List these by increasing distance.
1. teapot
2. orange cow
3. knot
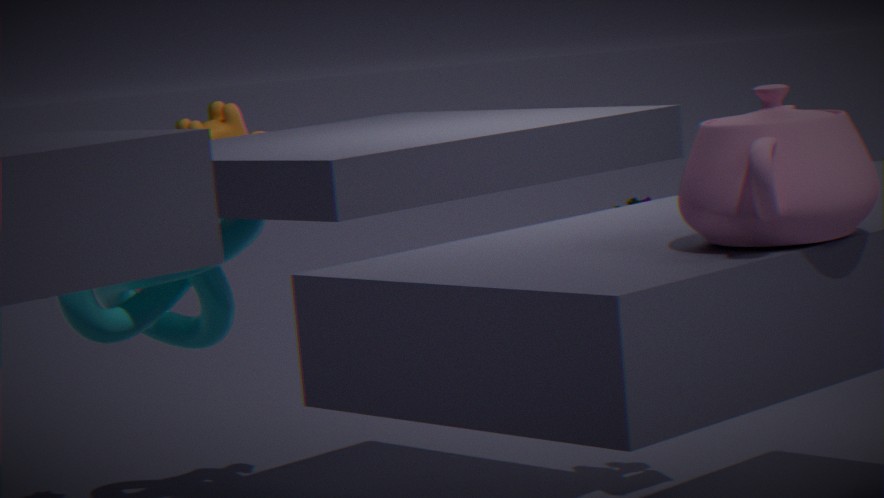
teapot, knot, orange cow
